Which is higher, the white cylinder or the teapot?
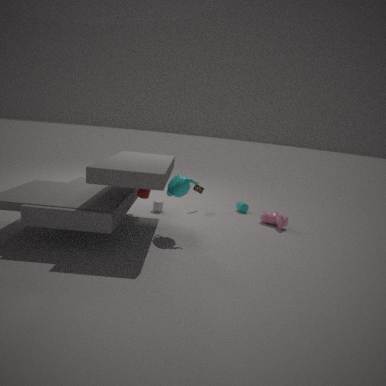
the teapot
